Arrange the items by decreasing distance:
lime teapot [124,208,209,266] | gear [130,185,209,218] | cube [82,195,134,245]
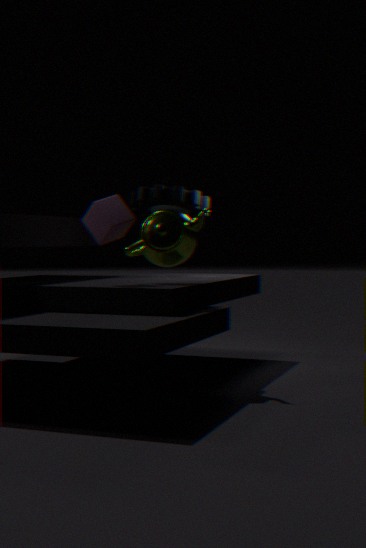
gear [130,185,209,218] < lime teapot [124,208,209,266] < cube [82,195,134,245]
